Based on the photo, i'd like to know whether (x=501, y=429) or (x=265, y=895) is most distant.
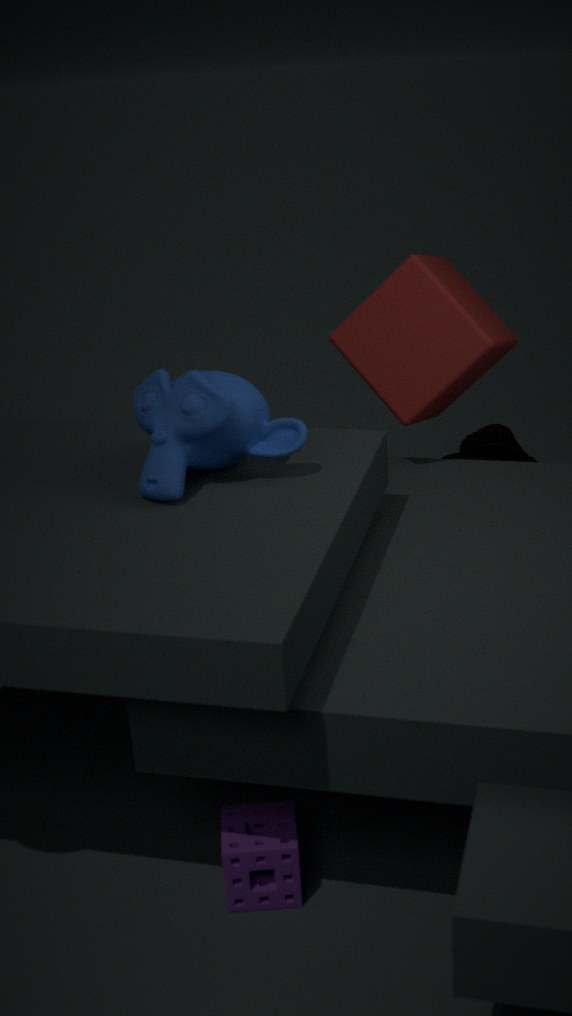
(x=501, y=429)
